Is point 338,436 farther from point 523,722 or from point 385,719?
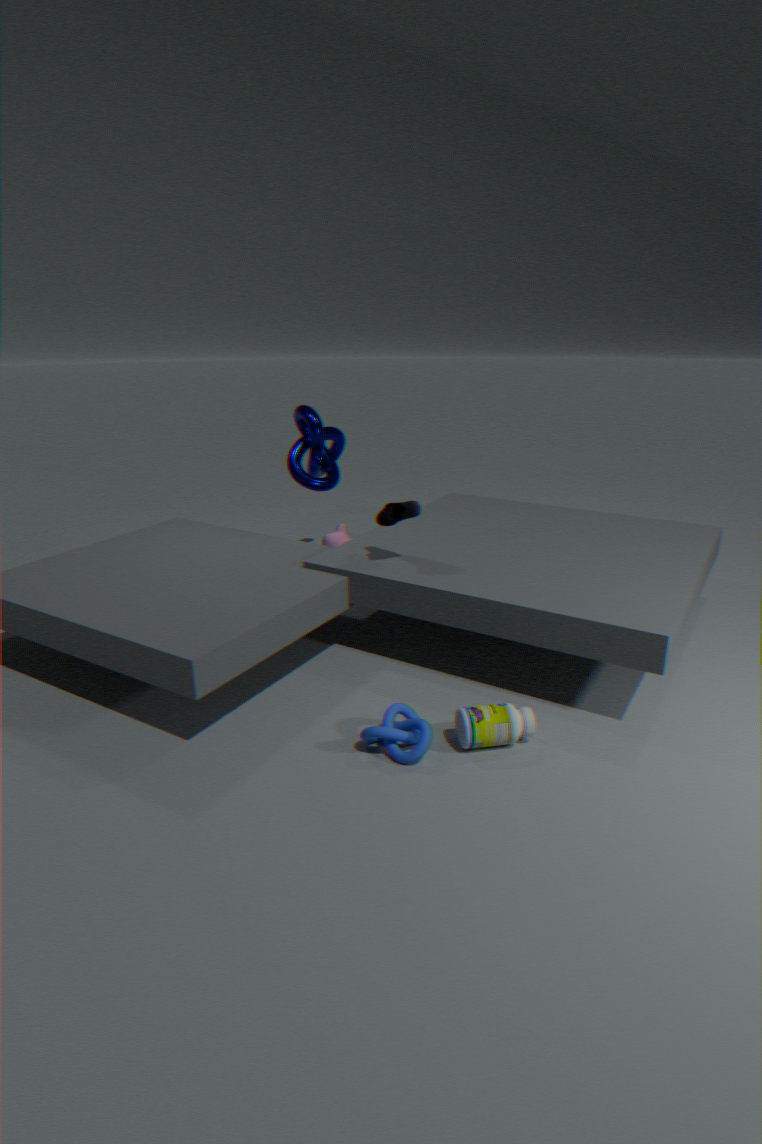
point 523,722
